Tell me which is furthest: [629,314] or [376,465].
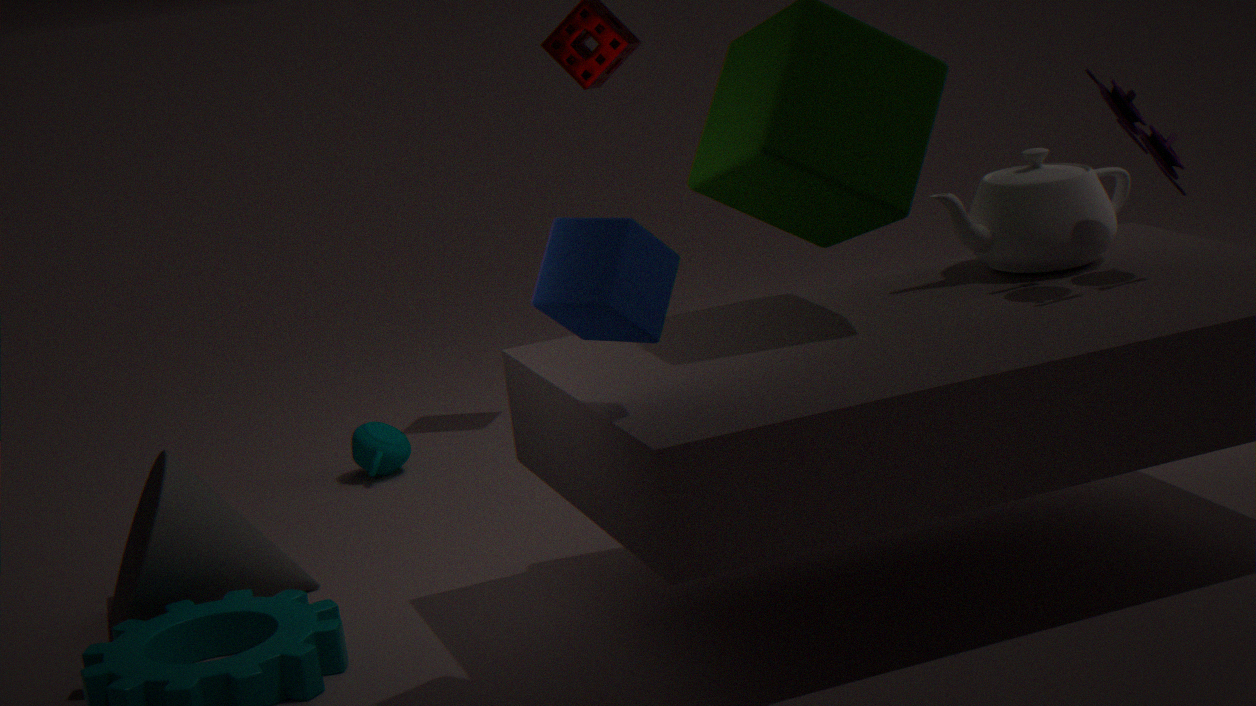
[376,465]
